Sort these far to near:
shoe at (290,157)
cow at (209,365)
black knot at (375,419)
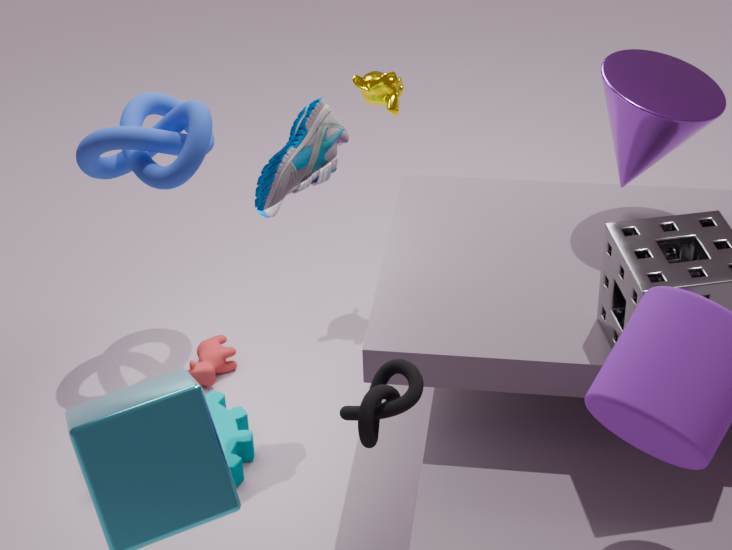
1. cow at (209,365)
2. shoe at (290,157)
3. black knot at (375,419)
